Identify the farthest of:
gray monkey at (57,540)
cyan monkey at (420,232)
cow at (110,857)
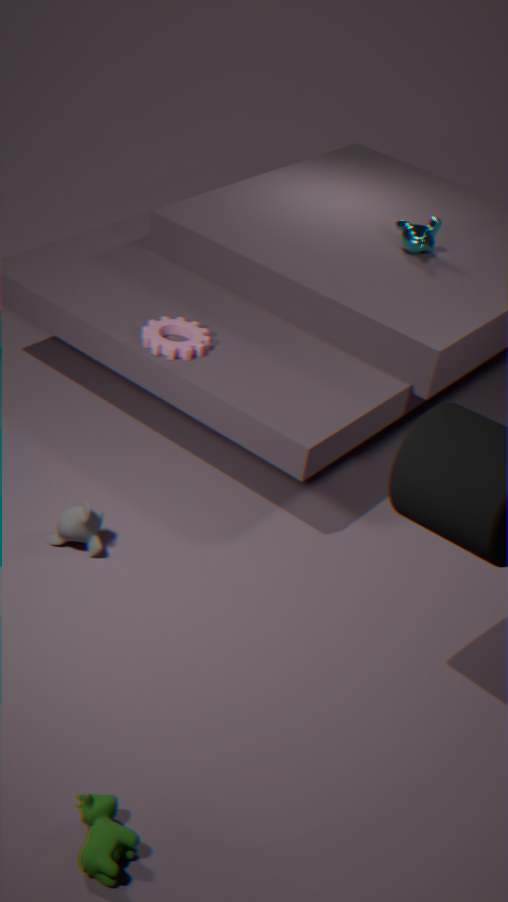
cyan monkey at (420,232)
